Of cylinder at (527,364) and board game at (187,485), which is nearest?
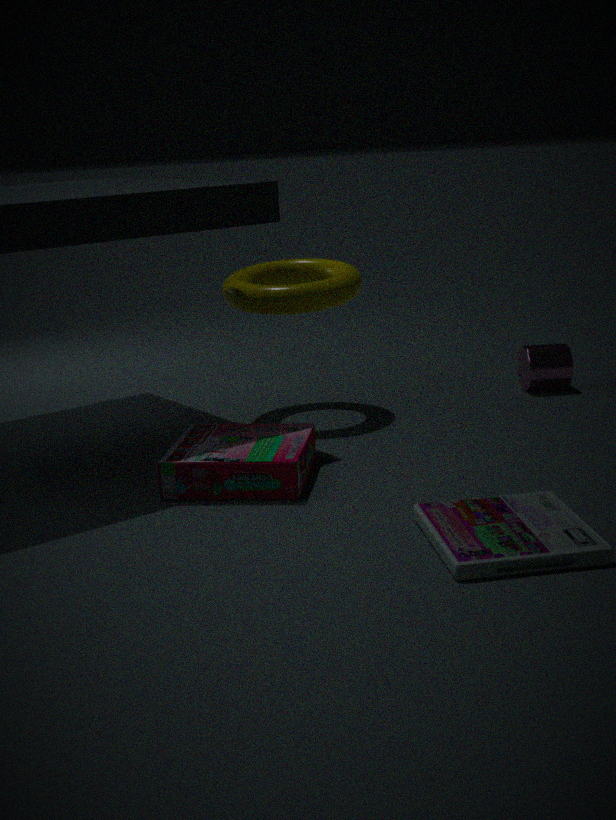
board game at (187,485)
